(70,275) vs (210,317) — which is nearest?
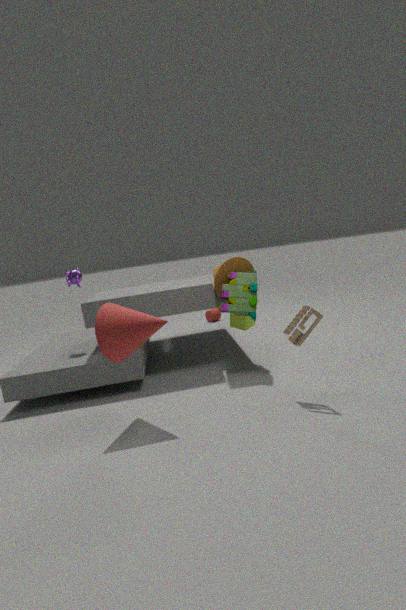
(70,275)
